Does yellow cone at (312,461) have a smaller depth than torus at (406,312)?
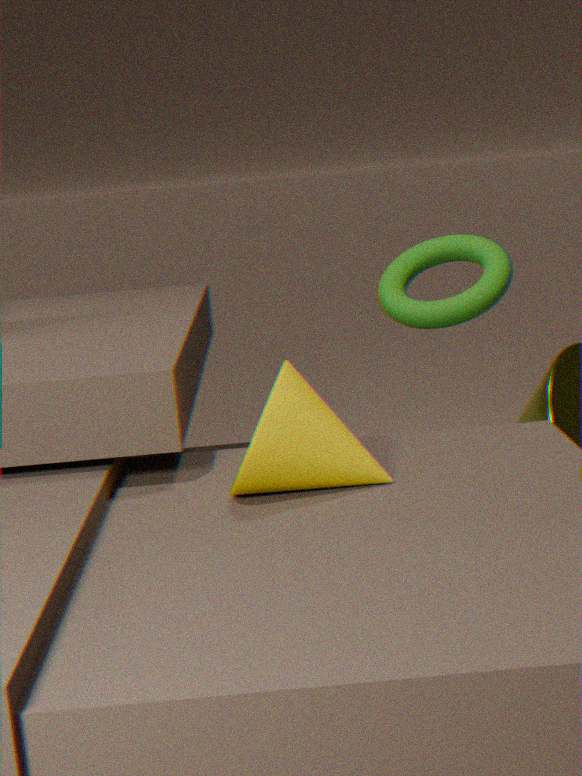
Yes
